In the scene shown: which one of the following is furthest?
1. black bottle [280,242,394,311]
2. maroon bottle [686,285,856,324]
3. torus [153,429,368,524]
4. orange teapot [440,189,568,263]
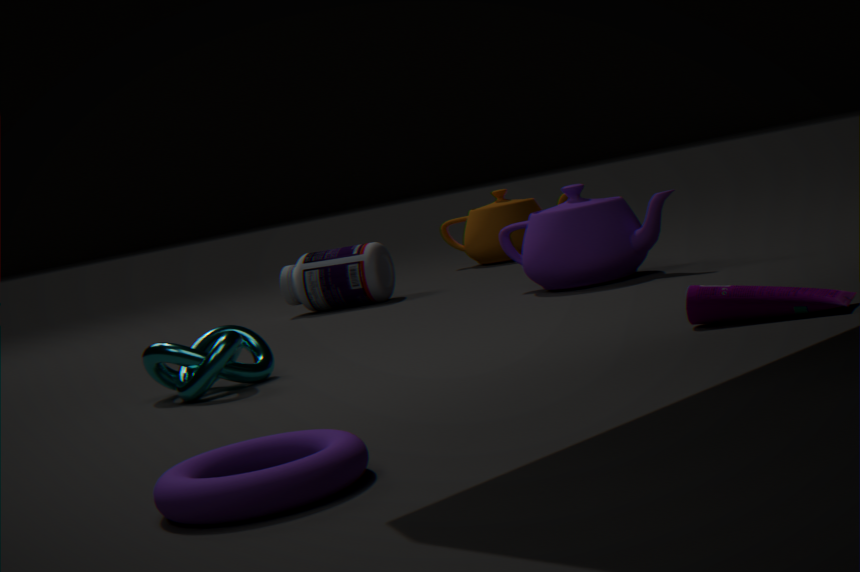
orange teapot [440,189,568,263]
